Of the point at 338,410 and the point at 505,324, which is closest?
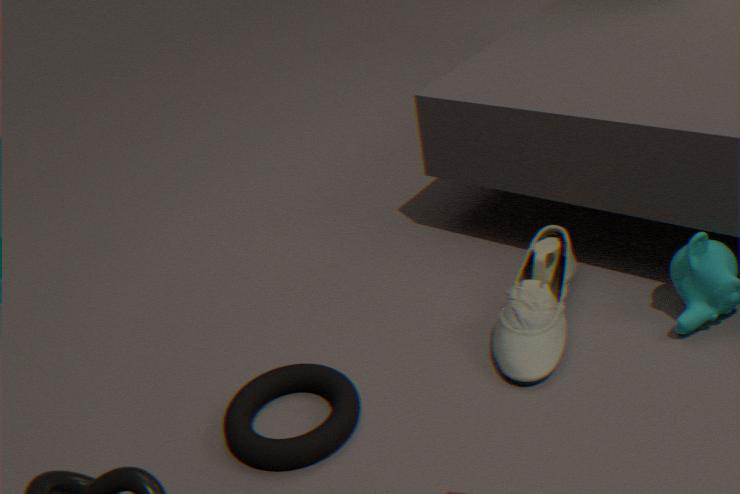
the point at 338,410
